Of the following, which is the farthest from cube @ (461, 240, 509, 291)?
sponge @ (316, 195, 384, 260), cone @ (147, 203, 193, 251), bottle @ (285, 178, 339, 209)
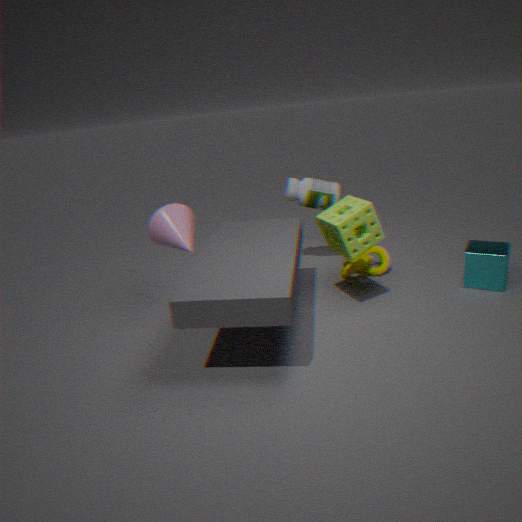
cone @ (147, 203, 193, 251)
